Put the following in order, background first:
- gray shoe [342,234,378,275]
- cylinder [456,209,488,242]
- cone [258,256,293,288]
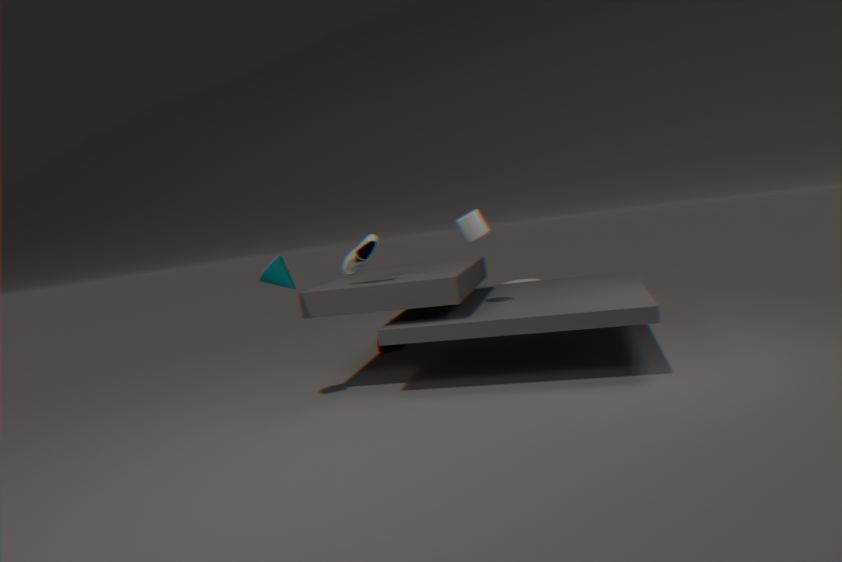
cylinder [456,209,488,242], gray shoe [342,234,378,275], cone [258,256,293,288]
